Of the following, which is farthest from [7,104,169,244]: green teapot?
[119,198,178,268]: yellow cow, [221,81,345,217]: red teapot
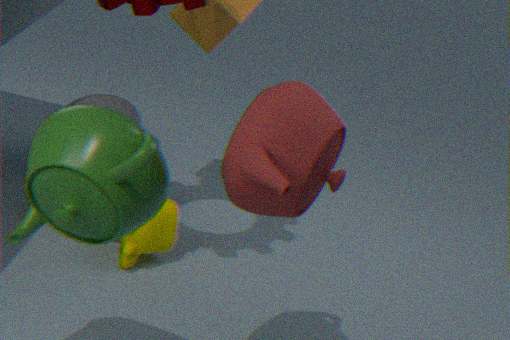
[119,198,178,268]: yellow cow
